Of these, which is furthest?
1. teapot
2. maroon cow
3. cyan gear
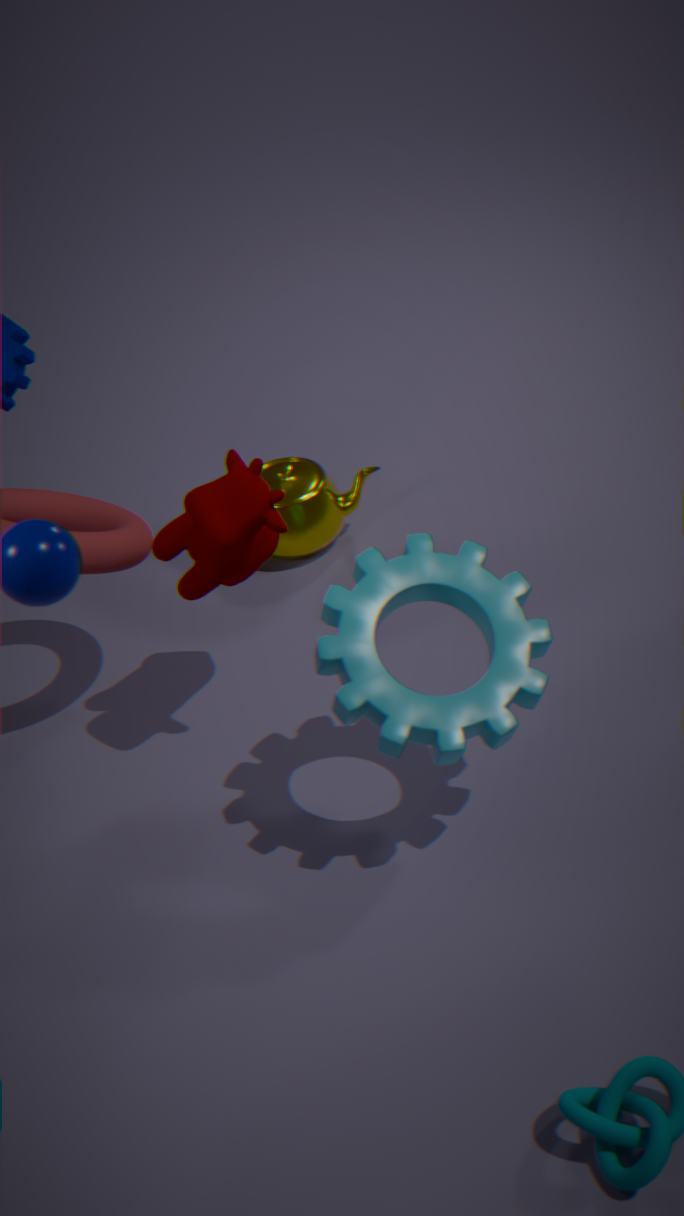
teapot
